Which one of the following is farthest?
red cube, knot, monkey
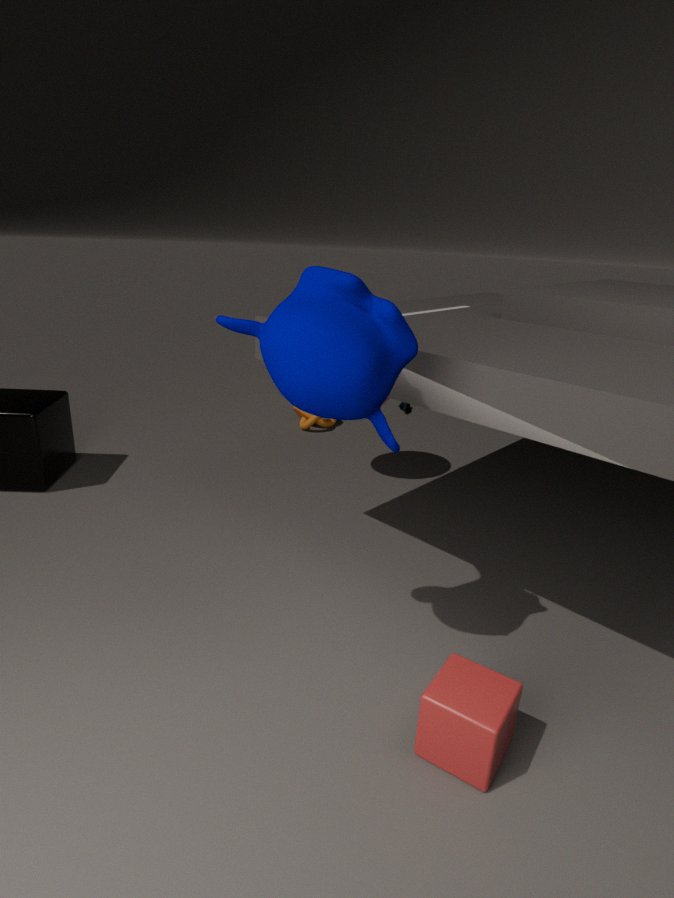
knot
